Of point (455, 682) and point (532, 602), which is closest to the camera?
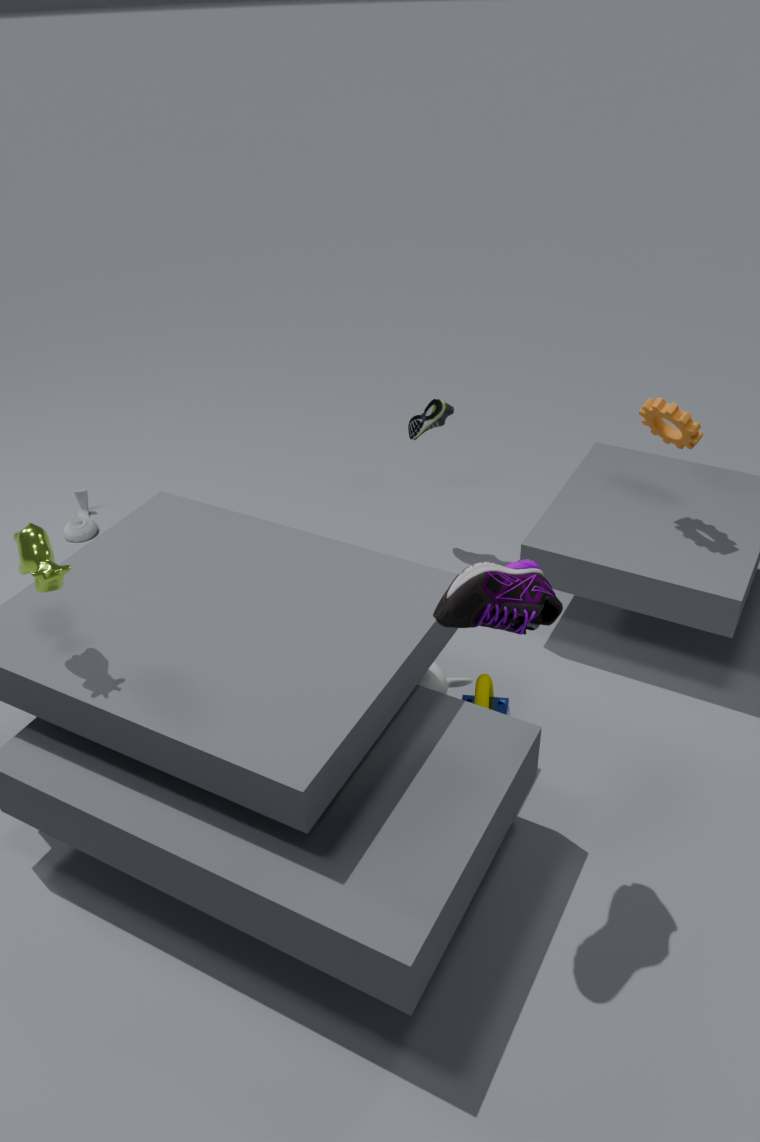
point (532, 602)
